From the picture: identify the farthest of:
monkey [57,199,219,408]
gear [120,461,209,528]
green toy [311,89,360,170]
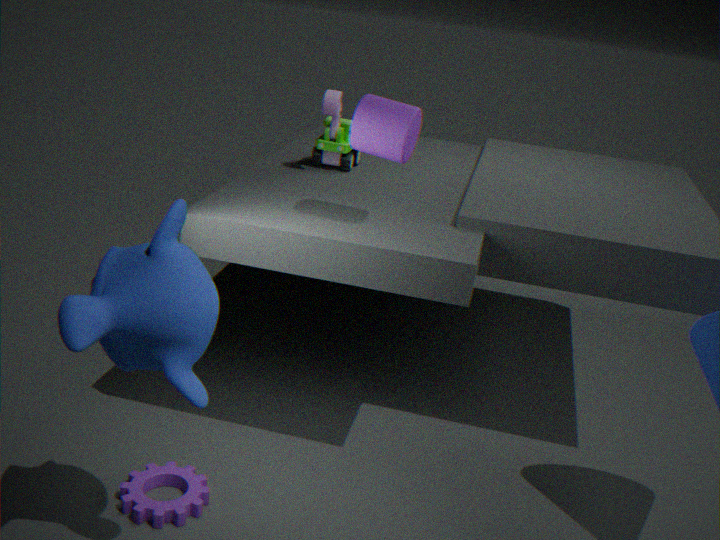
green toy [311,89,360,170]
